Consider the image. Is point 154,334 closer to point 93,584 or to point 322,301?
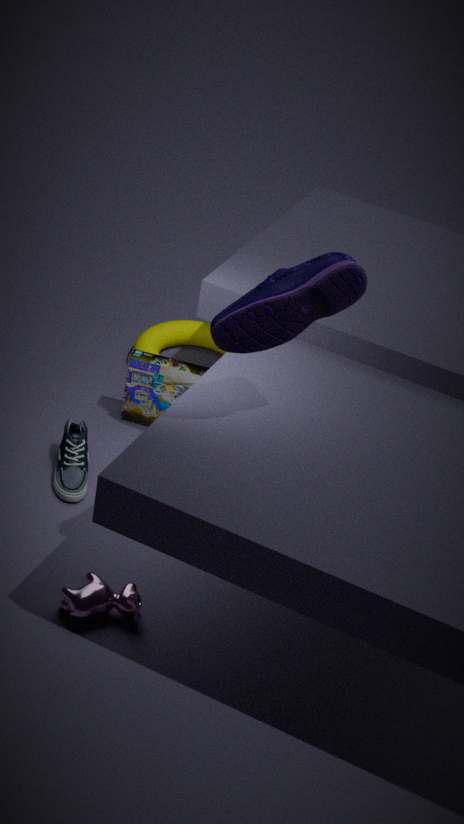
point 93,584
